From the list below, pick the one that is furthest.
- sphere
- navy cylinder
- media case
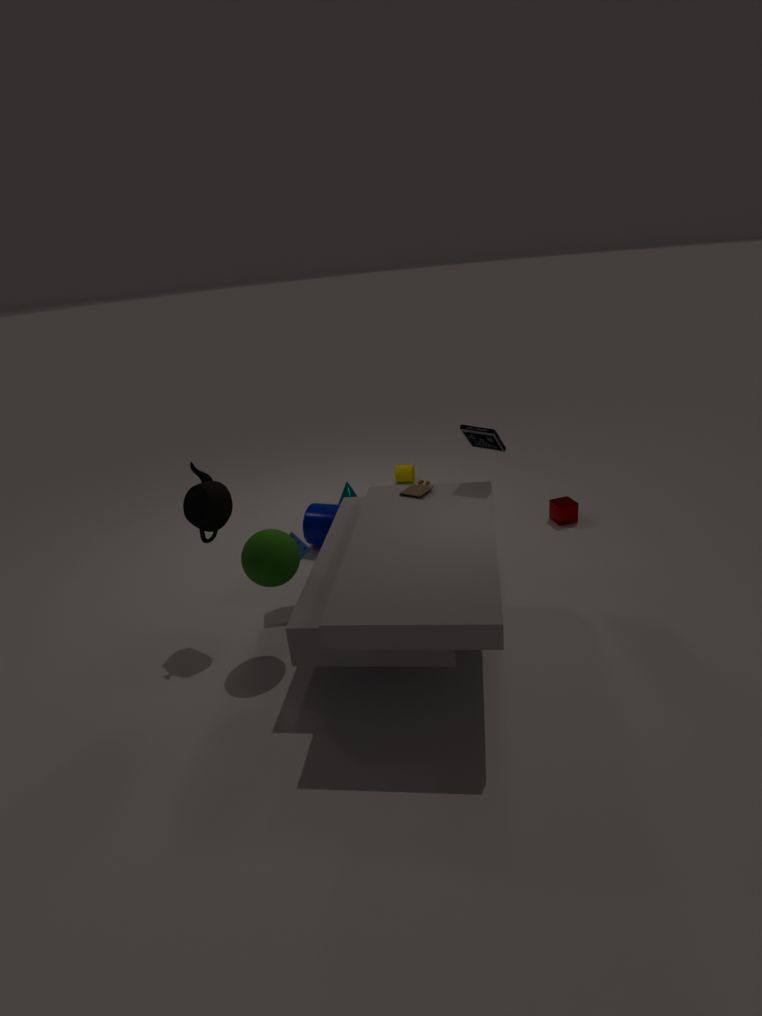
navy cylinder
